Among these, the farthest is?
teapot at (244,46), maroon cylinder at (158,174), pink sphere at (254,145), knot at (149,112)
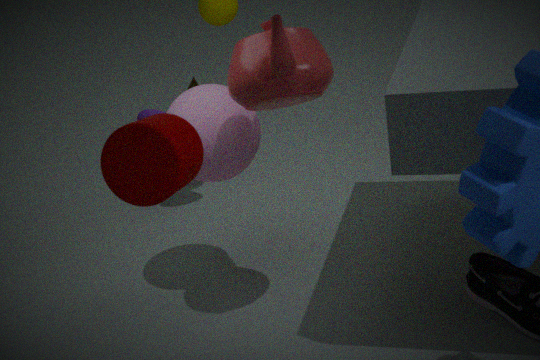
knot at (149,112)
